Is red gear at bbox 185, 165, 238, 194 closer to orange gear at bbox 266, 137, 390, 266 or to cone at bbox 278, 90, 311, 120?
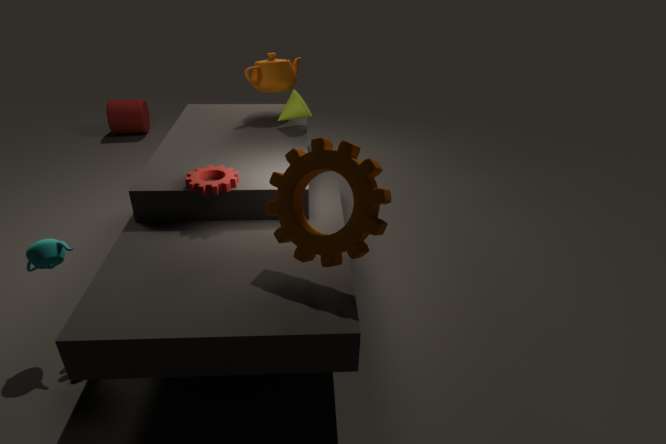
orange gear at bbox 266, 137, 390, 266
